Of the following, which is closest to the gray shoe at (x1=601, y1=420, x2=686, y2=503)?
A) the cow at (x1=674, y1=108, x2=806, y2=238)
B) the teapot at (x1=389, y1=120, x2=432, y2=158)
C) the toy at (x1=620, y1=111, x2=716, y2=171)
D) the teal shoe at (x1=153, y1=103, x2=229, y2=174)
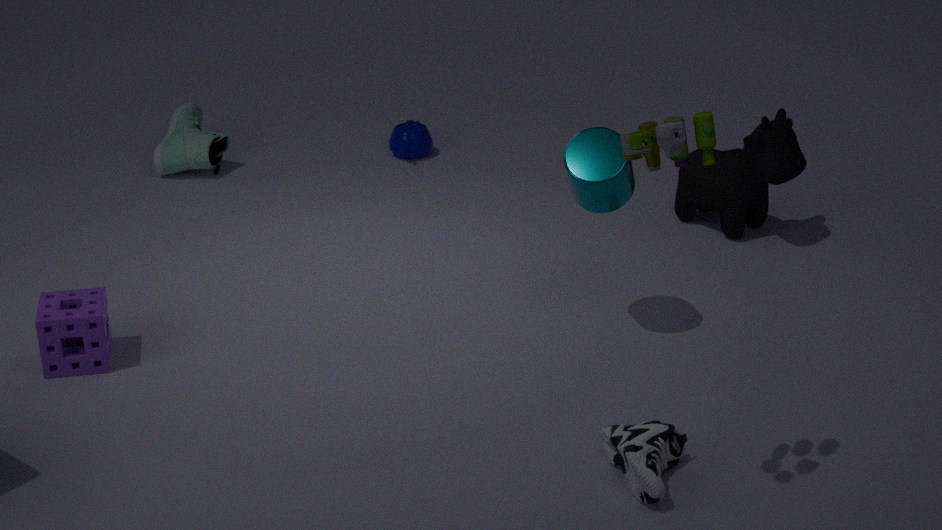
the toy at (x1=620, y1=111, x2=716, y2=171)
